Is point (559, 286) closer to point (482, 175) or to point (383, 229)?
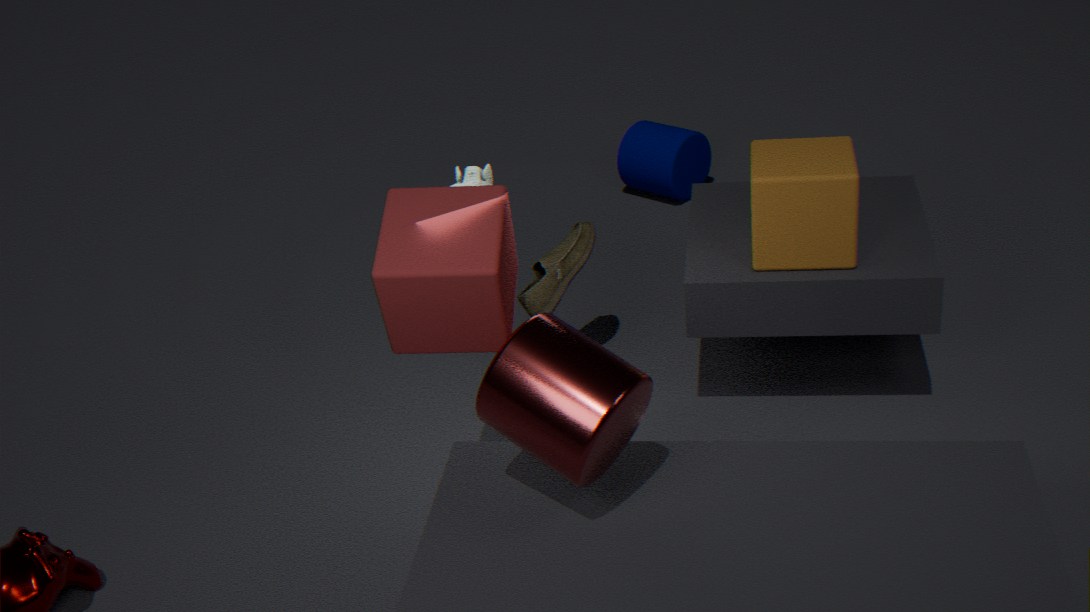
point (482, 175)
